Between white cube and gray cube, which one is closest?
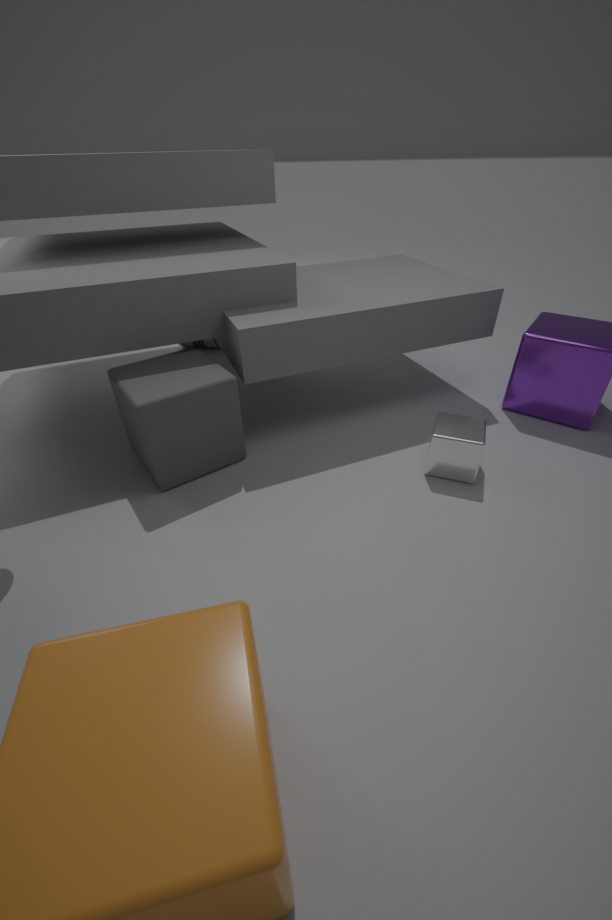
gray cube
